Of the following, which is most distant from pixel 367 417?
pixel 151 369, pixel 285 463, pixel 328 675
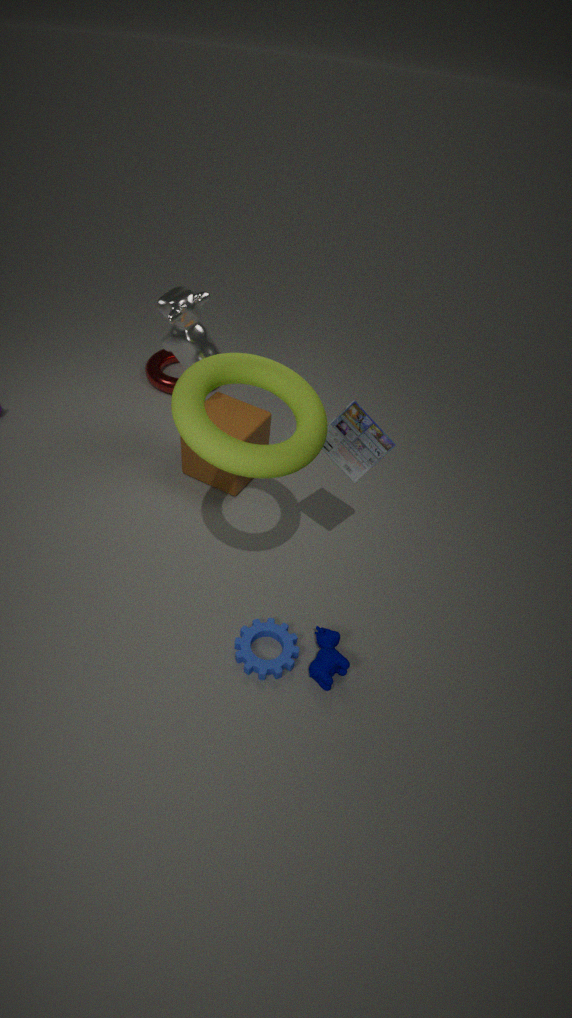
pixel 151 369
